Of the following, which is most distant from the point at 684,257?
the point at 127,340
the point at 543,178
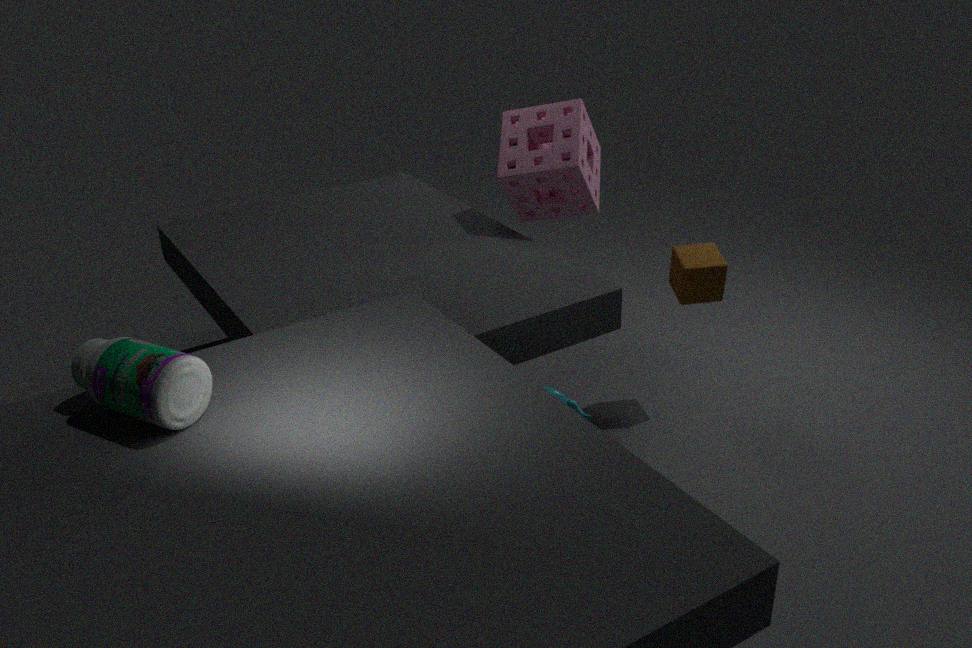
the point at 127,340
